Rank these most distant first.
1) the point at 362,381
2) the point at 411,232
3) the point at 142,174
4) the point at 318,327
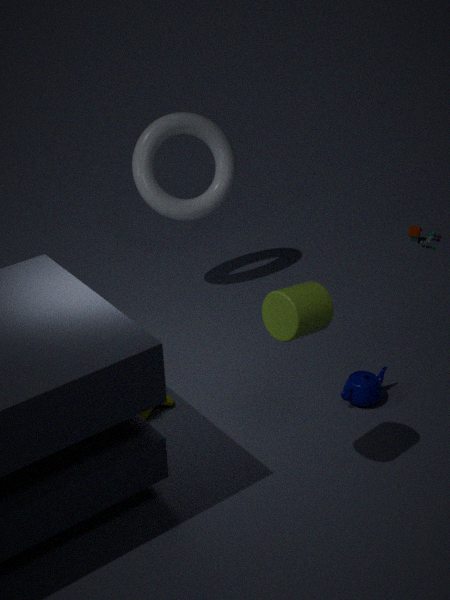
2. the point at 411,232 → 3. the point at 142,174 → 1. the point at 362,381 → 4. the point at 318,327
